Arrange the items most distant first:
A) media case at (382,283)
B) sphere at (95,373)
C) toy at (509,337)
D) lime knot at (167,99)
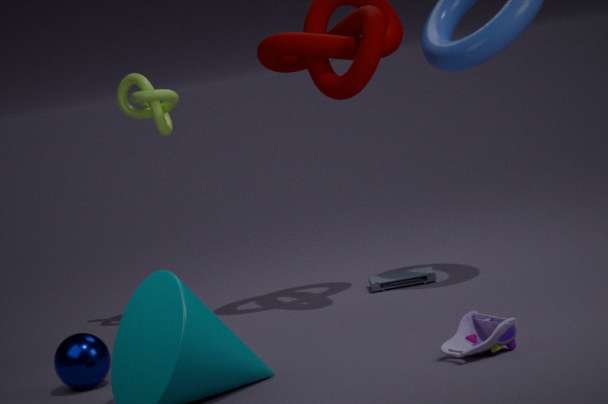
1. media case at (382,283)
2. lime knot at (167,99)
3. sphere at (95,373)
4. toy at (509,337)
